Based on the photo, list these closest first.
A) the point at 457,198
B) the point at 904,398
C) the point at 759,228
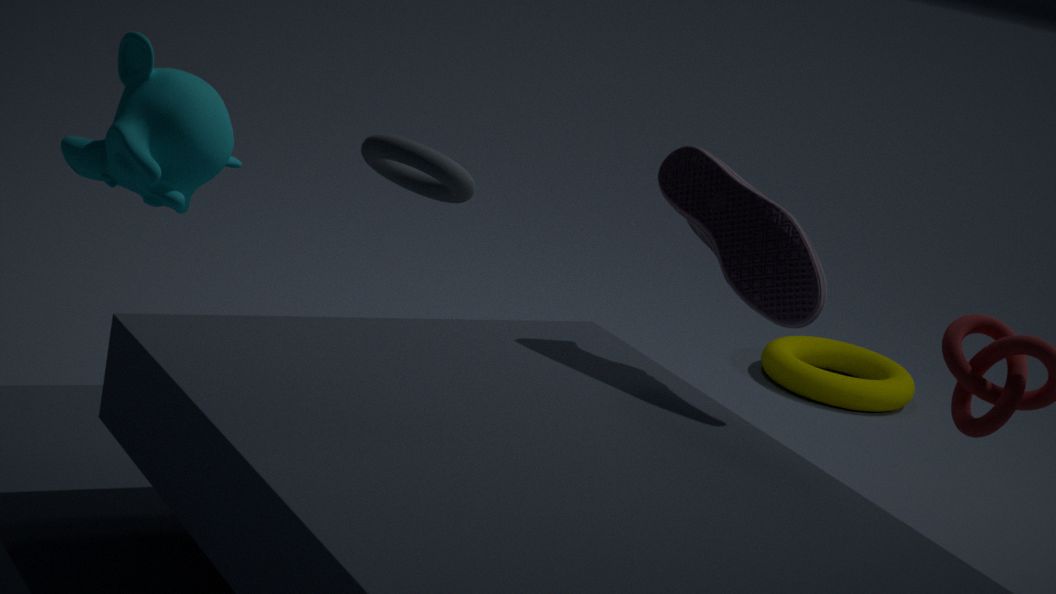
the point at 759,228, the point at 457,198, the point at 904,398
